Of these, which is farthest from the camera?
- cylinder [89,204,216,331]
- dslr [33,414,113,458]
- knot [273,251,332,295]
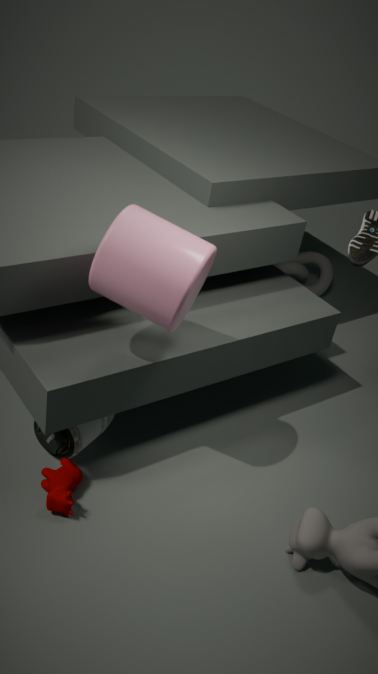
knot [273,251,332,295]
